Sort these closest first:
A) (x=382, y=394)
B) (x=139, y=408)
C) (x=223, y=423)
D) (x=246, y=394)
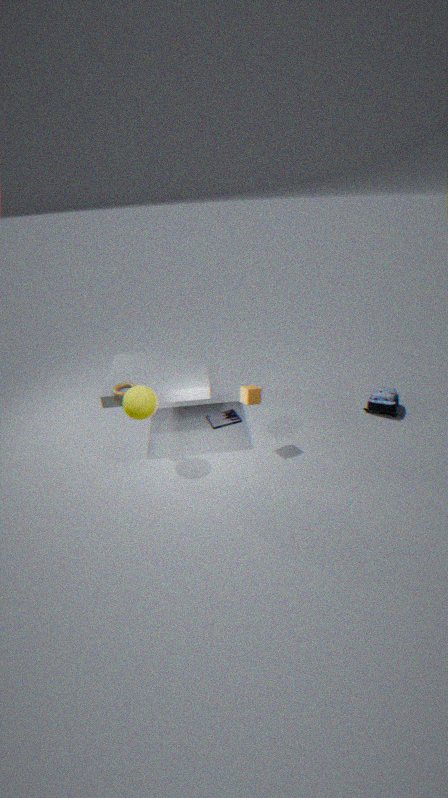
B. (x=139, y=408) < D. (x=246, y=394) < A. (x=382, y=394) < C. (x=223, y=423)
